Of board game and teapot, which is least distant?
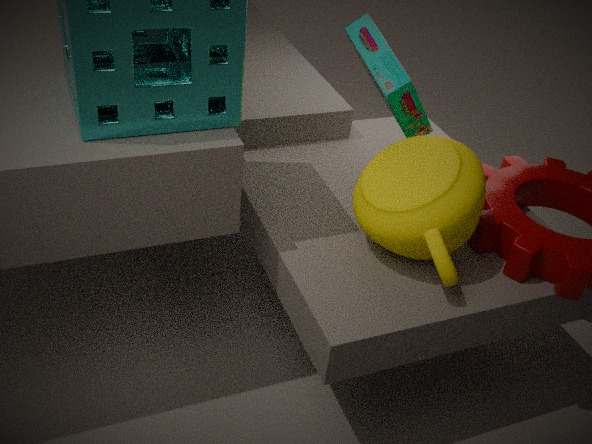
teapot
